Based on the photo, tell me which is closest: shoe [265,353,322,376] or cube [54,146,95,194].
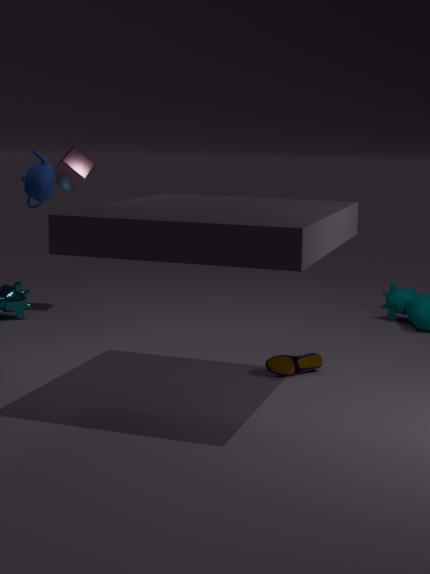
shoe [265,353,322,376]
